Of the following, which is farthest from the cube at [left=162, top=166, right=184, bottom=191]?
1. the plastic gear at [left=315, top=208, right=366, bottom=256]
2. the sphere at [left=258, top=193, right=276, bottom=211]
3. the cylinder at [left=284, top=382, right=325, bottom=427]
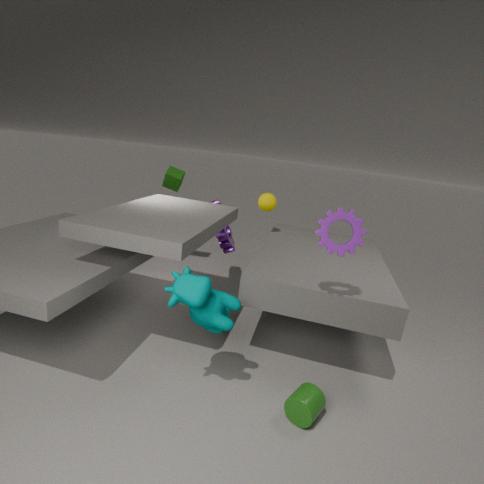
the cylinder at [left=284, top=382, right=325, bottom=427]
